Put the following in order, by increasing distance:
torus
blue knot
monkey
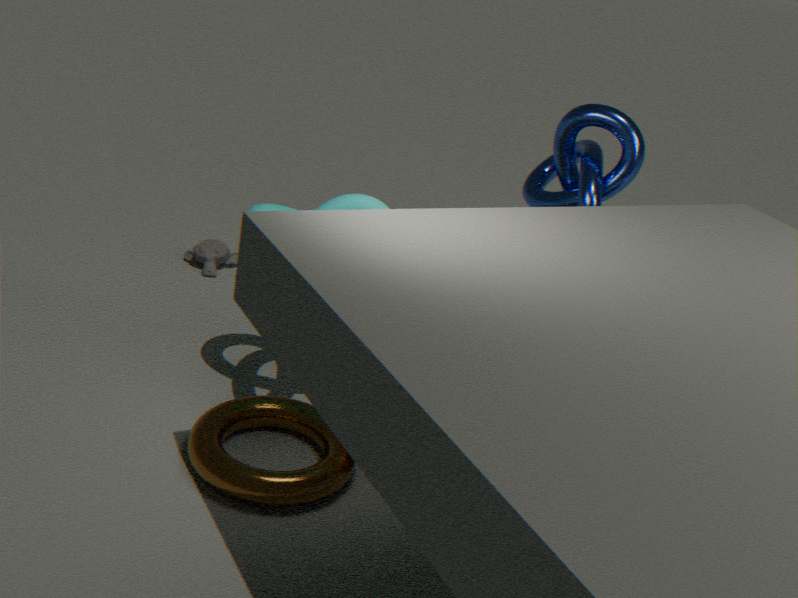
torus → blue knot → monkey
